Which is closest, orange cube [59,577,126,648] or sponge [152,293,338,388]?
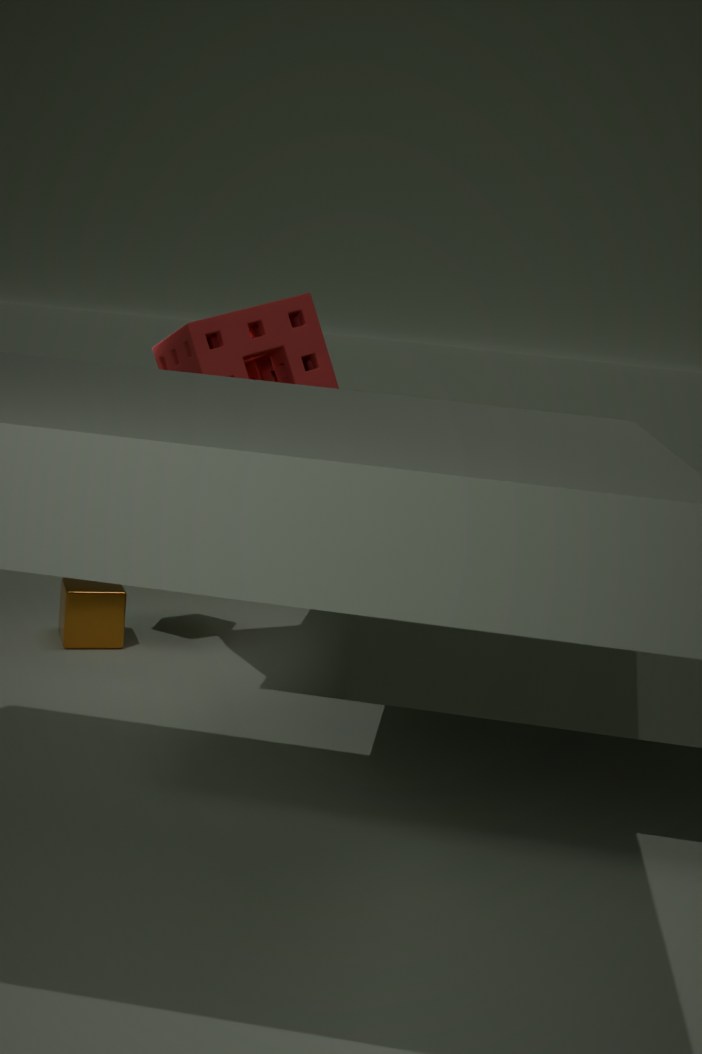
sponge [152,293,338,388]
